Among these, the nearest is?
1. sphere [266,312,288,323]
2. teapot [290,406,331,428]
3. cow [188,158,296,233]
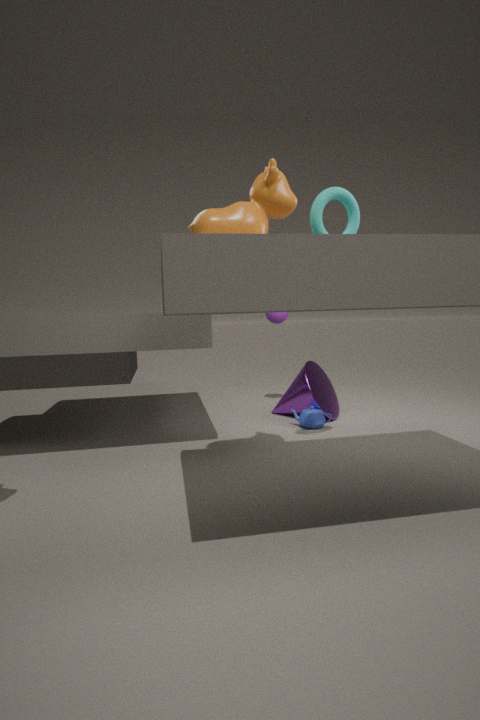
A: cow [188,158,296,233]
